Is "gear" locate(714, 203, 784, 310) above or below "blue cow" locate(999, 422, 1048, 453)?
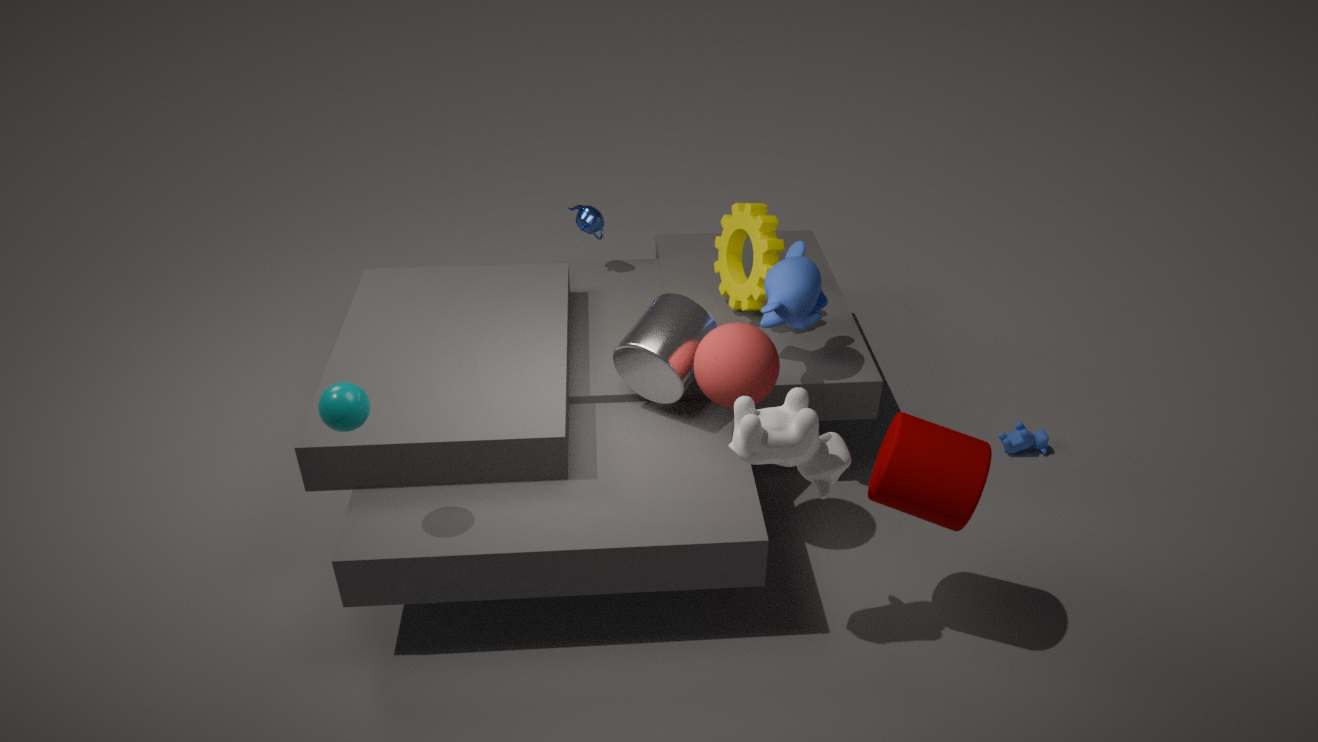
above
